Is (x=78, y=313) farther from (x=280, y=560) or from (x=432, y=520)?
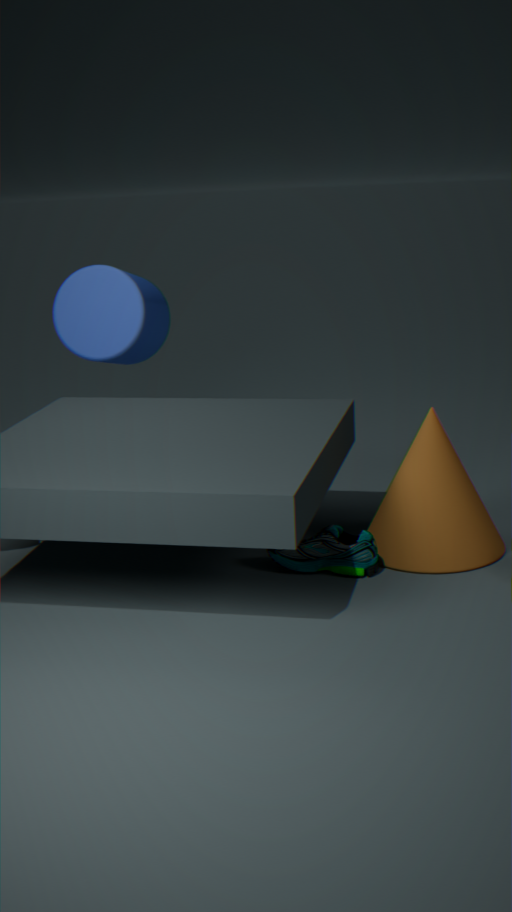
(x=432, y=520)
